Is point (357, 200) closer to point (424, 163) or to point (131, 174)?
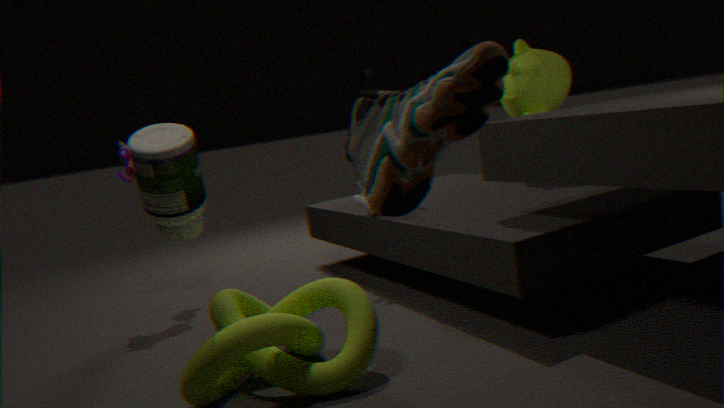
point (131, 174)
